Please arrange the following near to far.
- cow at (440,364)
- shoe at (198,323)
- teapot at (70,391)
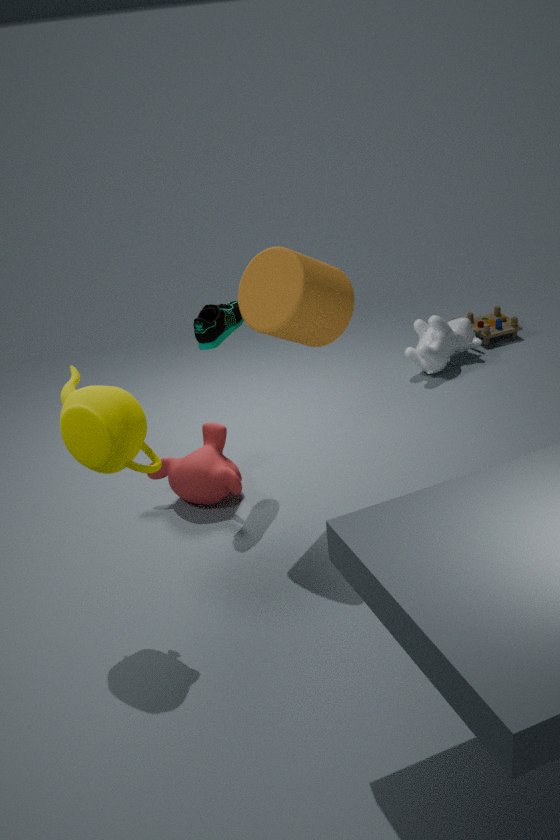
teapot at (70,391) → shoe at (198,323) → cow at (440,364)
